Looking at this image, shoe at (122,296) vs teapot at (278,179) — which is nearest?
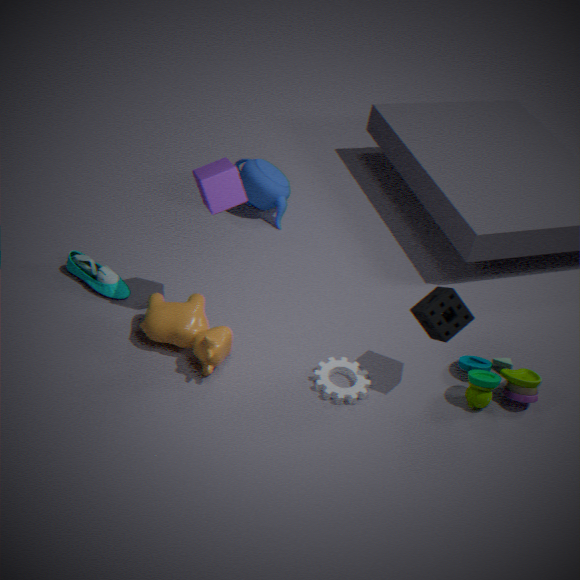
shoe at (122,296)
